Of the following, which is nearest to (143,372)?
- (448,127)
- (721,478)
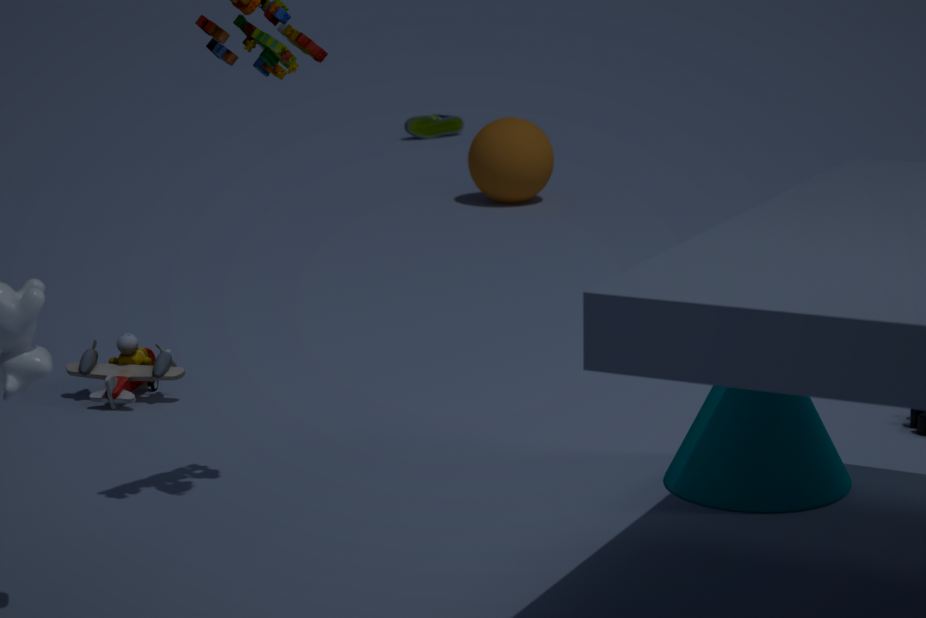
(721,478)
